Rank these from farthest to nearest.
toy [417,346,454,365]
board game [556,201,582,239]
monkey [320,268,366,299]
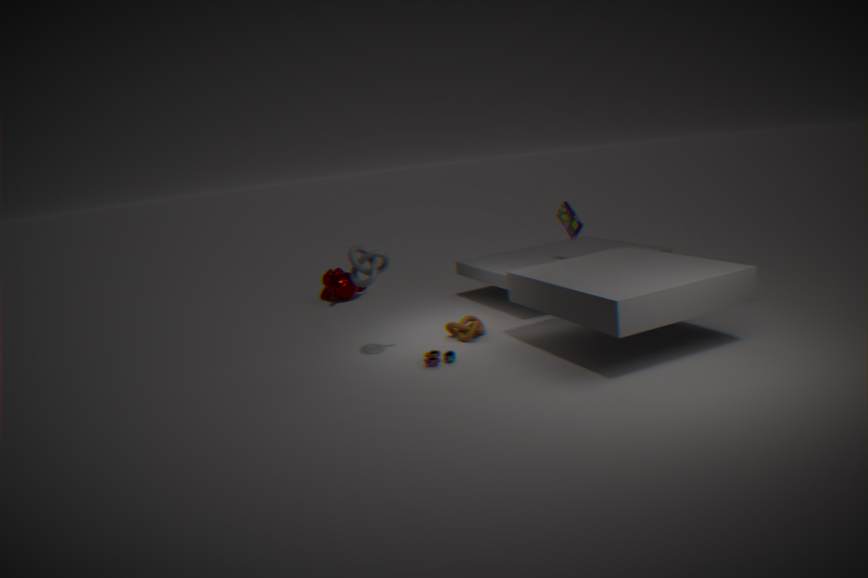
monkey [320,268,366,299], board game [556,201,582,239], toy [417,346,454,365]
